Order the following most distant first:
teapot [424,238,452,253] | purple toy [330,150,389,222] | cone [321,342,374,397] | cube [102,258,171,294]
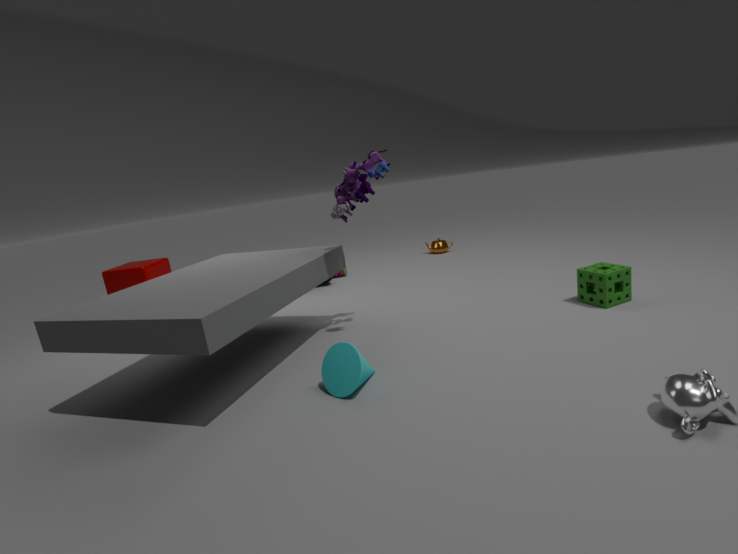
teapot [424,238,452,253]
cube [102,258,171,294]
purple toy [330,150,389,222]
cone [321,342,374,397]
